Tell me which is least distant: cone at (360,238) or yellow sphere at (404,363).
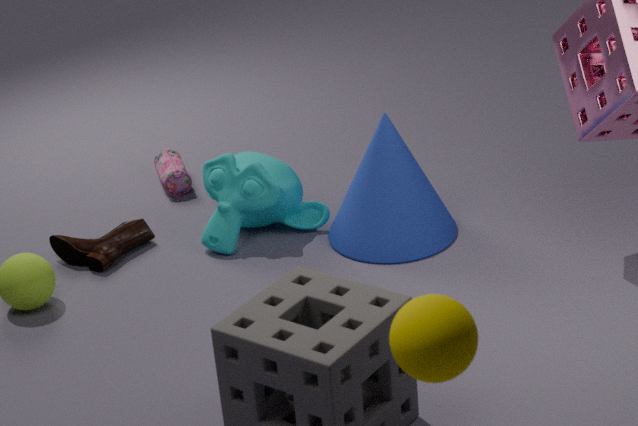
yellow sphere at (404,363)
